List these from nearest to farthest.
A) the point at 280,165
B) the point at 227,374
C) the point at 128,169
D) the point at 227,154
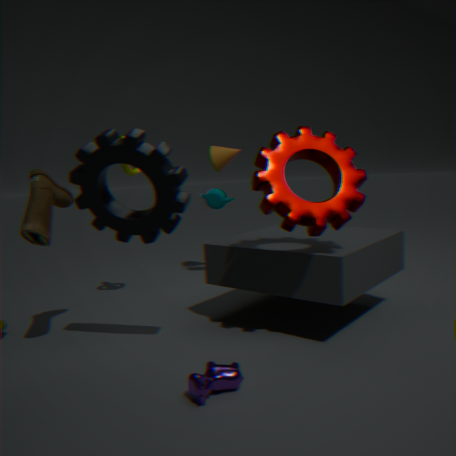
1. the point at 227,374
2. the point at 280,165
3. the point at 128,169
4. the point at 227,154
